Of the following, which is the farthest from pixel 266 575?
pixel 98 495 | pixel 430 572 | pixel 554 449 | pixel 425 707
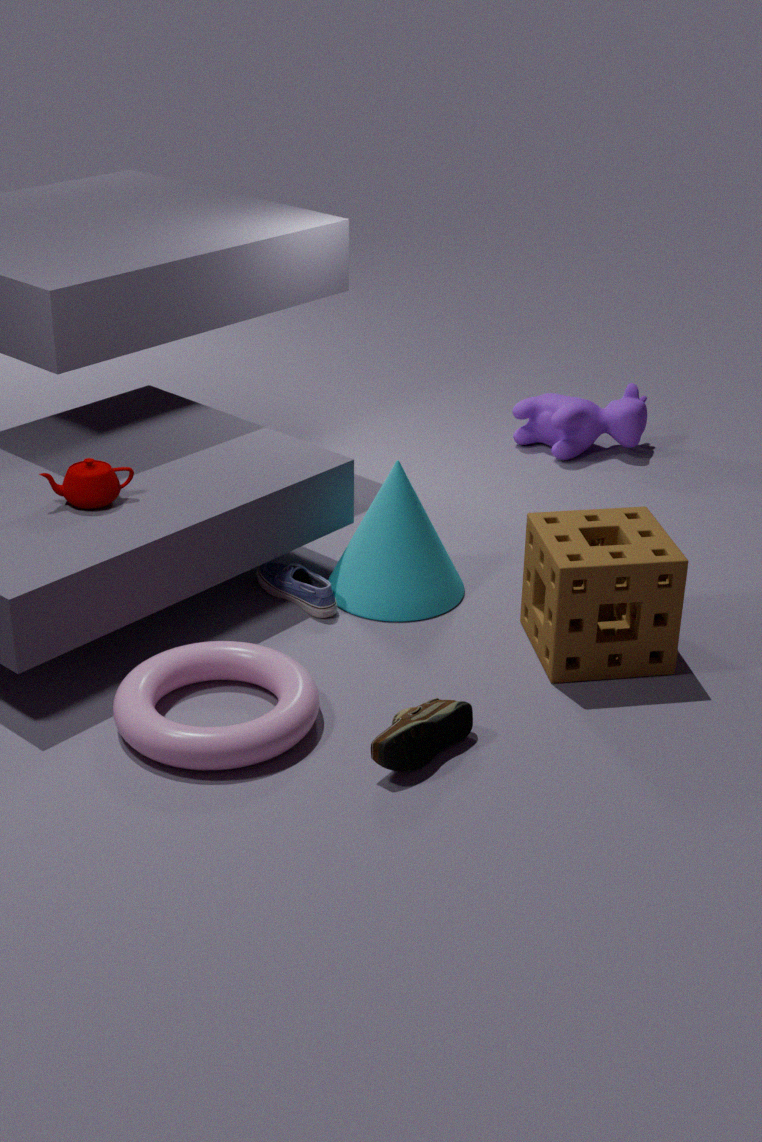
pixel 554 449
